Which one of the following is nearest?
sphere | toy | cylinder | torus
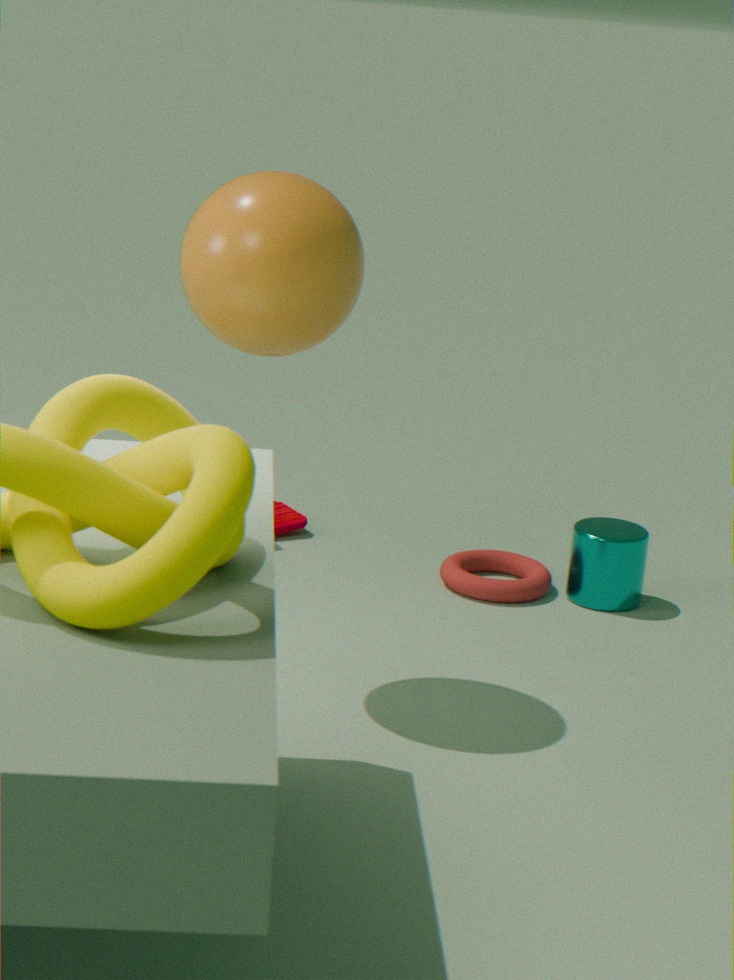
sphere
